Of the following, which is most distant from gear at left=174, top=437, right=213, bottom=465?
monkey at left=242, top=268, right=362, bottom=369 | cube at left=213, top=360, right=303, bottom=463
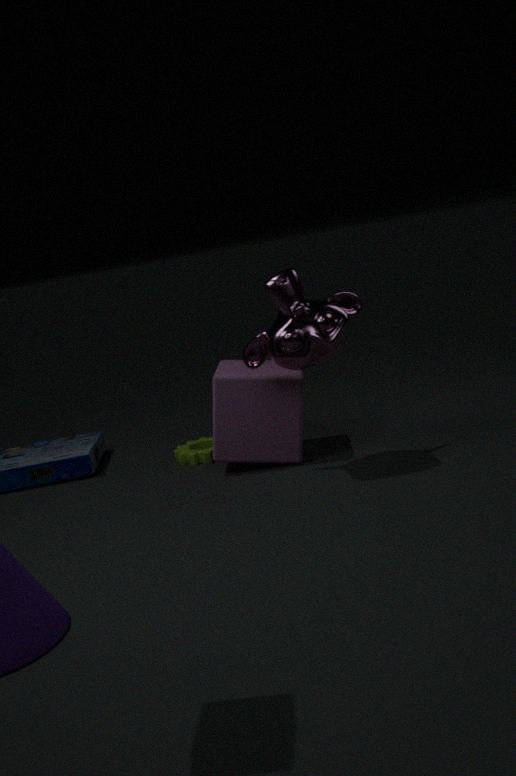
monkey at left=242, top=268, right=362, bottom=369
